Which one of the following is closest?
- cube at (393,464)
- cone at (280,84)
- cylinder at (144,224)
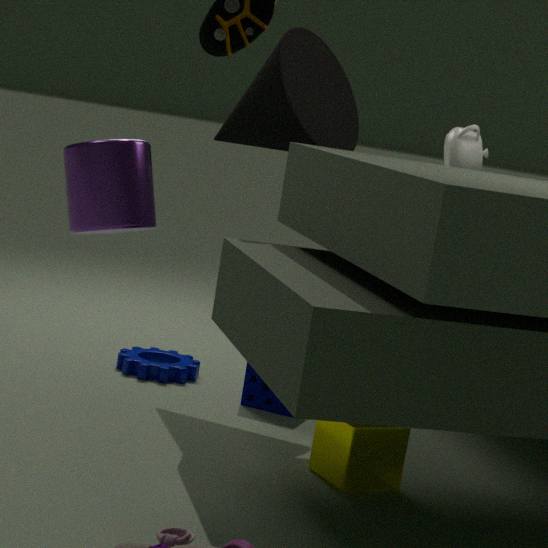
cylinder at (144,224)
